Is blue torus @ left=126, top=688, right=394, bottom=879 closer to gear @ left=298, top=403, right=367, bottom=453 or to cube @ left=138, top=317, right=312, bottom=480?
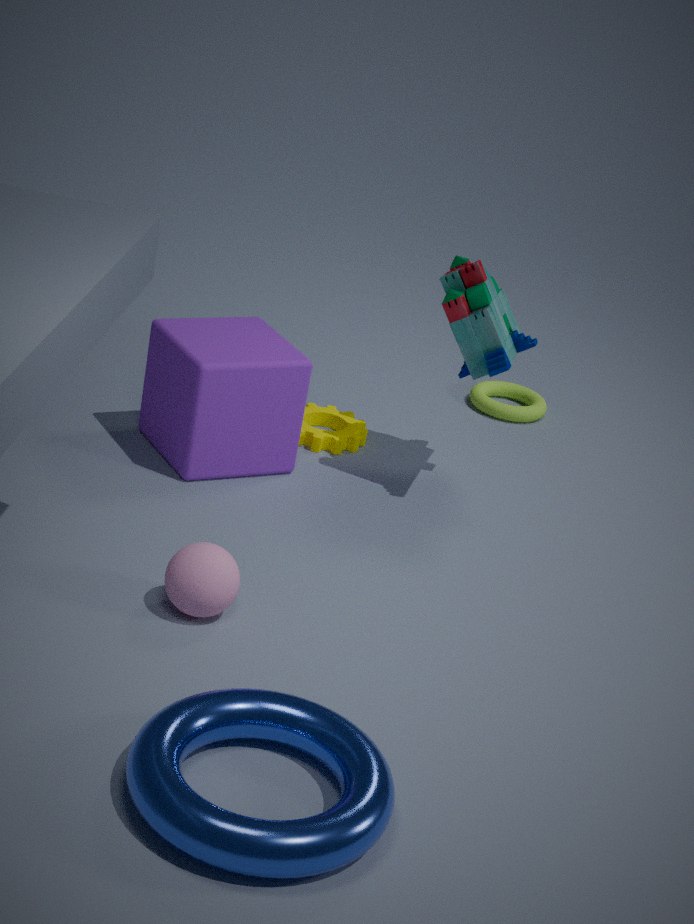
cube @ left=138, top=317, right=312, bottom=480
